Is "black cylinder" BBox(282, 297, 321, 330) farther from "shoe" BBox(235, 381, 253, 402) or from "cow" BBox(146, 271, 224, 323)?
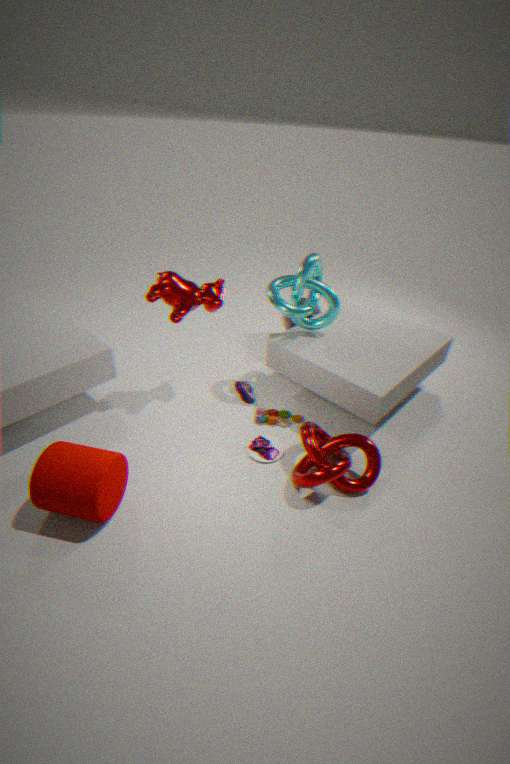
"cow" BBox(146, 271, 224, 323)
